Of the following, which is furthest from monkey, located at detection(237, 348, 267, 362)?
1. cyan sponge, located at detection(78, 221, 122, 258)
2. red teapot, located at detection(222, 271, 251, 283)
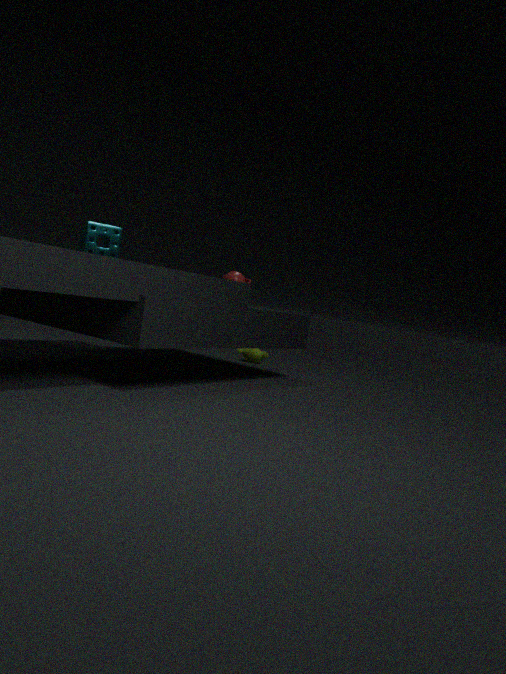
cyan sponge, located at detection(78, 221, 122, 258)
